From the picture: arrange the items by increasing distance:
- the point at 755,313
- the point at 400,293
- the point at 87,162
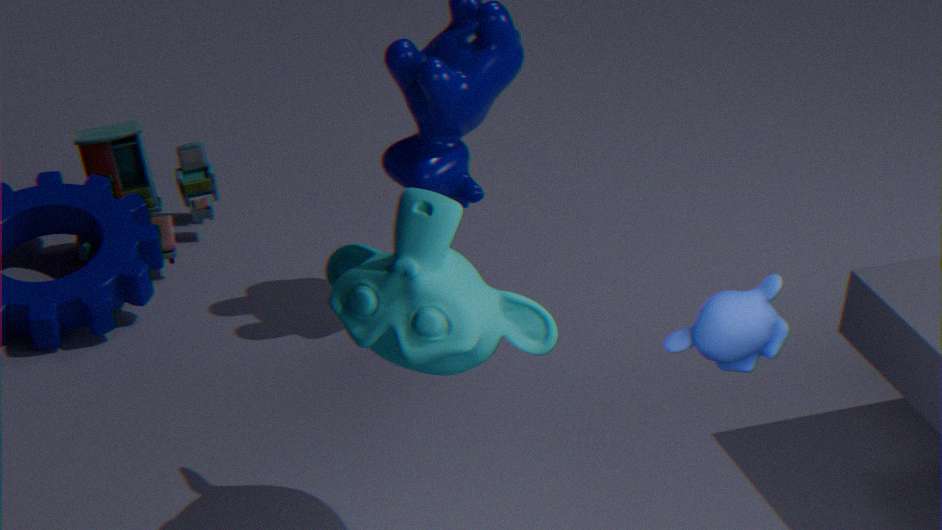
the point at 755,313 < the point at 400,293 < the point at 87,162
